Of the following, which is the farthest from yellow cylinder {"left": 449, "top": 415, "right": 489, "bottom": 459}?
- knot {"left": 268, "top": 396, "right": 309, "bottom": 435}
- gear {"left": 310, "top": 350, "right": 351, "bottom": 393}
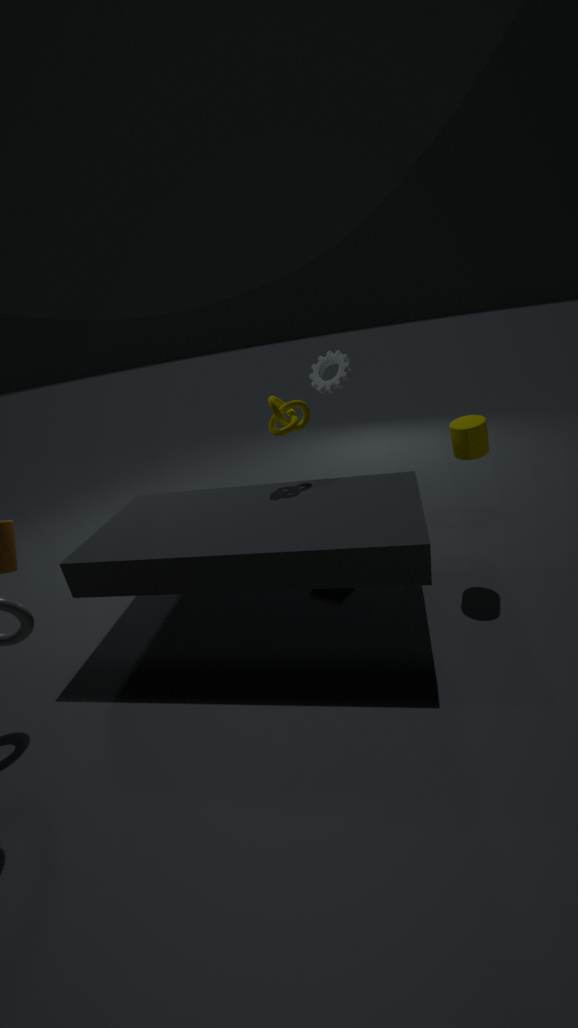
knot {"left": 268, "top": 396, "right": 309, "bottom": 435}
